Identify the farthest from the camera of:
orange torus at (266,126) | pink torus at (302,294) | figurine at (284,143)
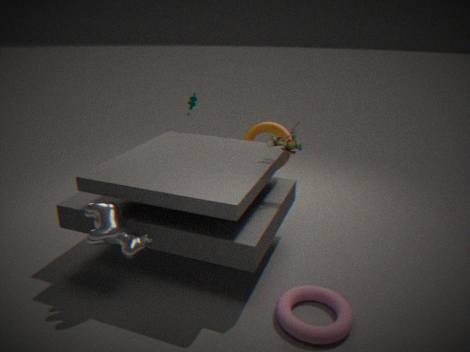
orange torus at (266,126)
